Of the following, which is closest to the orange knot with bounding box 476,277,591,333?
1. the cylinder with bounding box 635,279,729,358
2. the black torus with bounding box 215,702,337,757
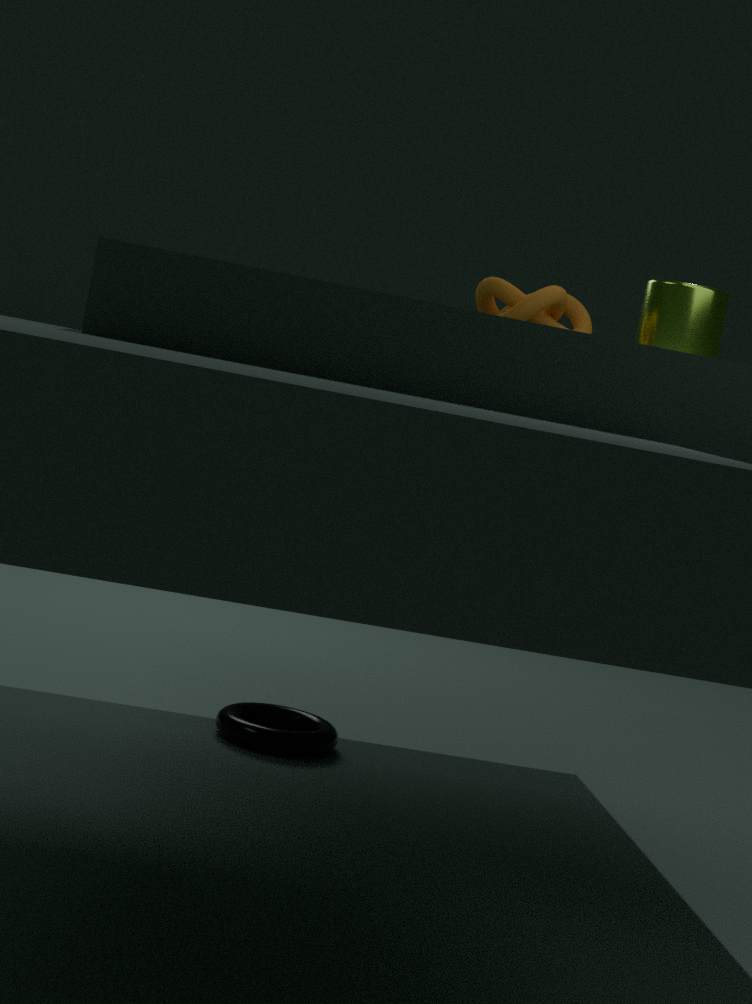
the cylinder with bounding box 635,279,729,358
